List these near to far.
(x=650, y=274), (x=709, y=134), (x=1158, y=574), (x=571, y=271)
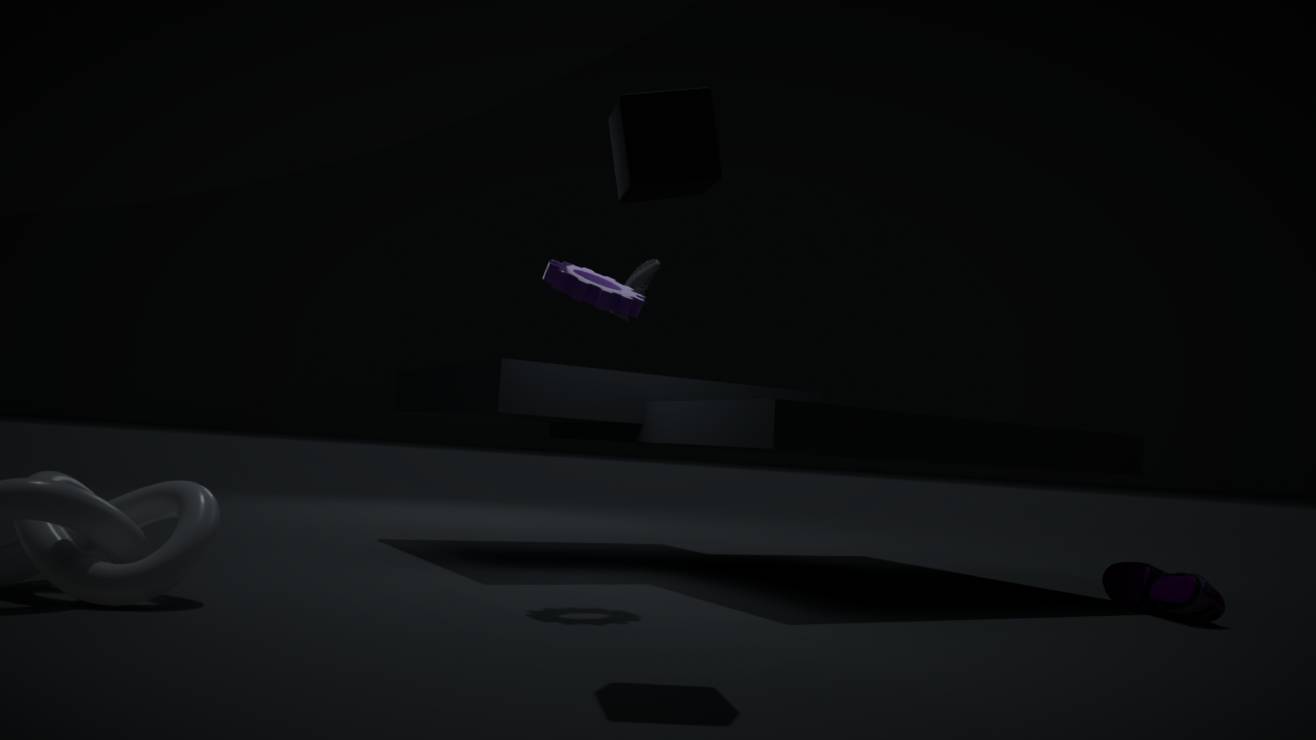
(x=709, y=134)
(x=571, y=271)
(x=1158, y=574)
(x=650, y=274)
